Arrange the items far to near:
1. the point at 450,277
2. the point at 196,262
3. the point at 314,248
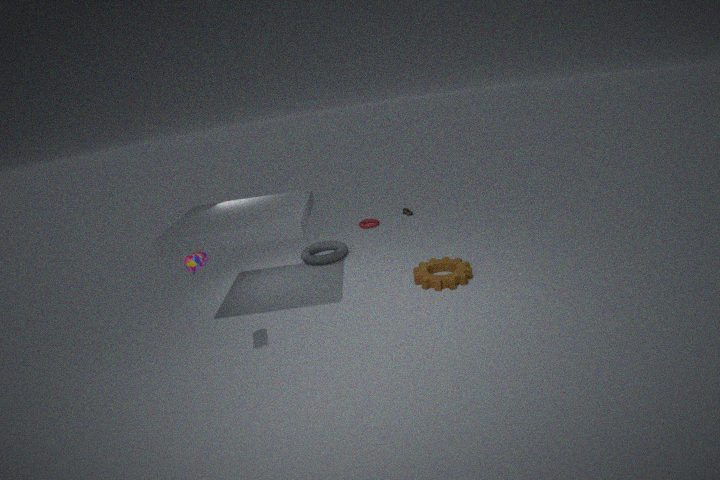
1. the point at 314,248
2. the point at 450,277
3. the point at 196,262
